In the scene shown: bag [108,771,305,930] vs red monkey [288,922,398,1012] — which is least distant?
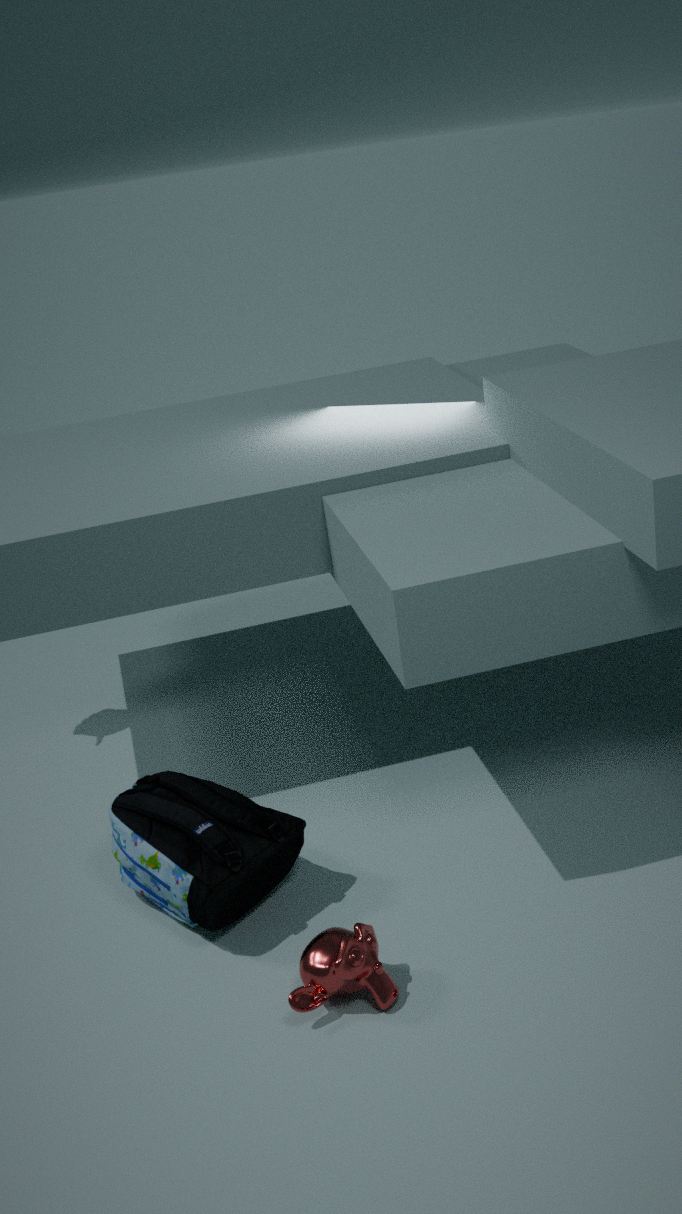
red monkey [288,922,398,1012]
